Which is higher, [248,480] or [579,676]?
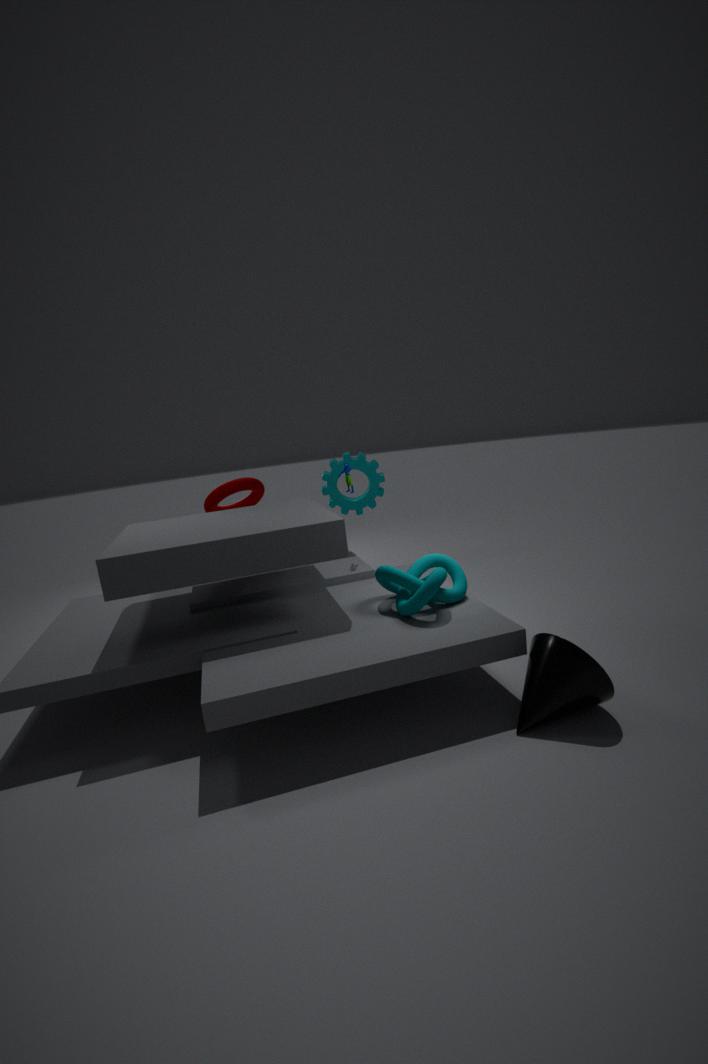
[248,480]
